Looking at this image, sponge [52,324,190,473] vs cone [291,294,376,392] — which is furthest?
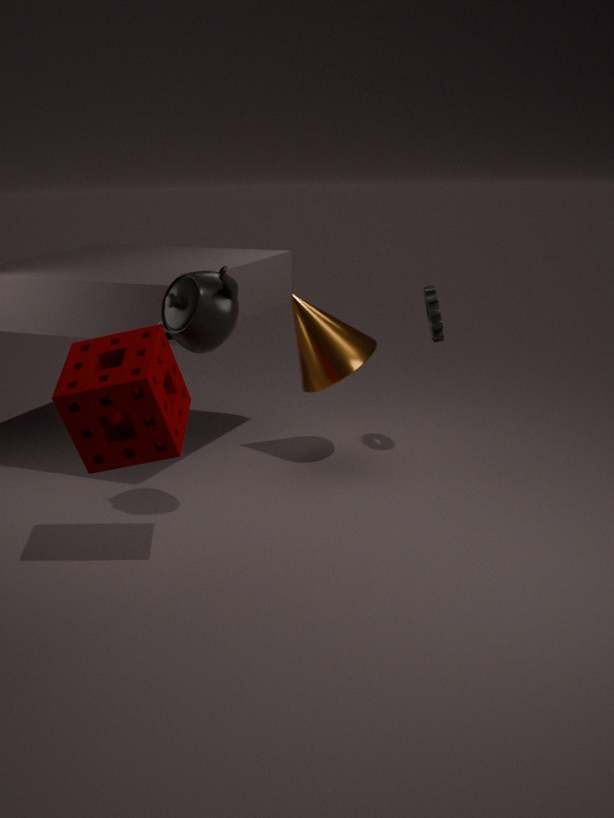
cone [291,294,376,392]
